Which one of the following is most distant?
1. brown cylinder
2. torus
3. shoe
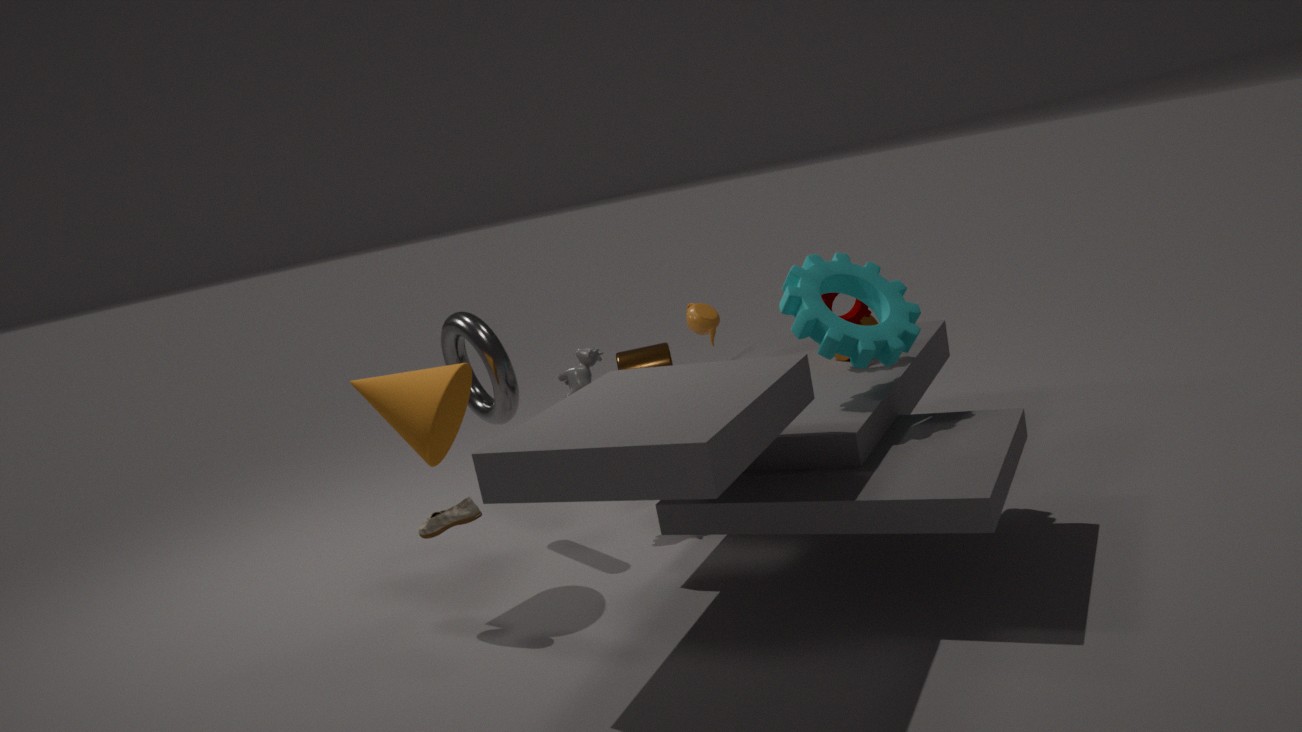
brown cylinder
